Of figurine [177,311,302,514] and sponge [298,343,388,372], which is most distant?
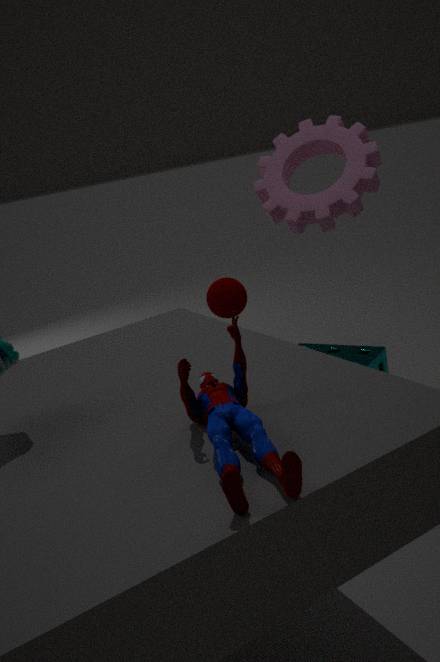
sponge [298,343,388,372]
